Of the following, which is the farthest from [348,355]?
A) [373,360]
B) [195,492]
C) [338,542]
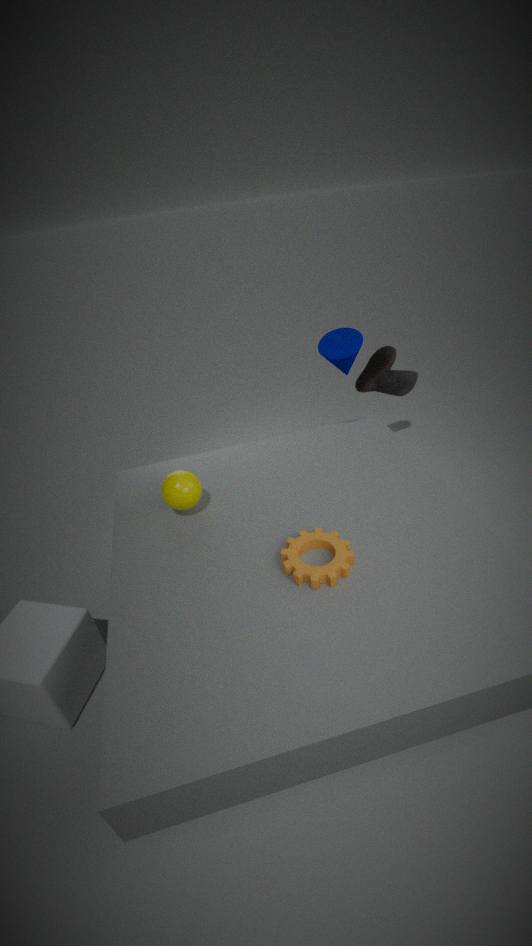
[338,542]
